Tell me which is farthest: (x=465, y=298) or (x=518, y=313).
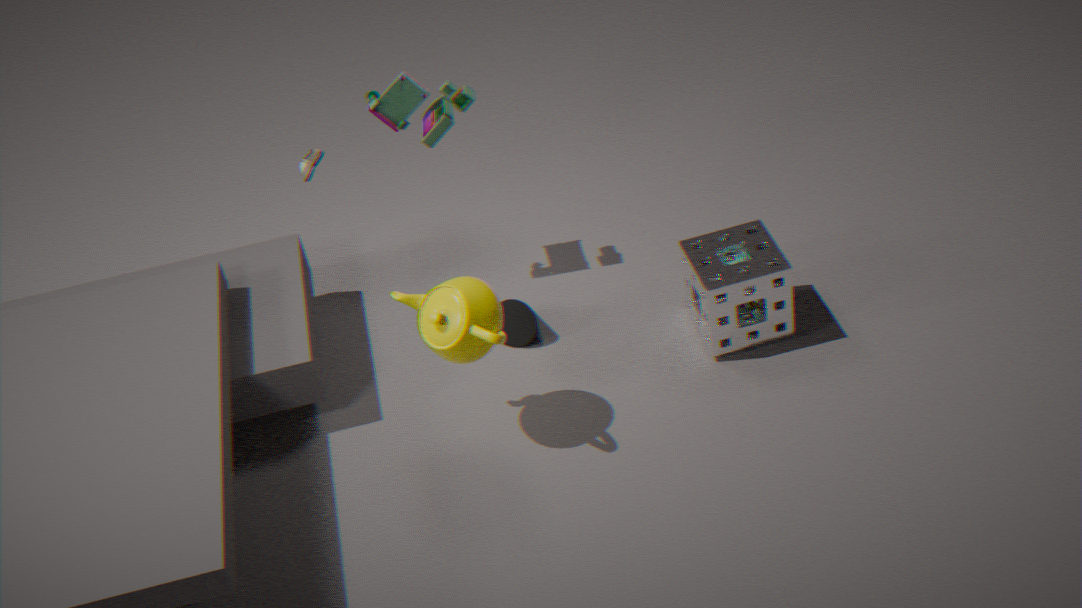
(x=518, y=313)
